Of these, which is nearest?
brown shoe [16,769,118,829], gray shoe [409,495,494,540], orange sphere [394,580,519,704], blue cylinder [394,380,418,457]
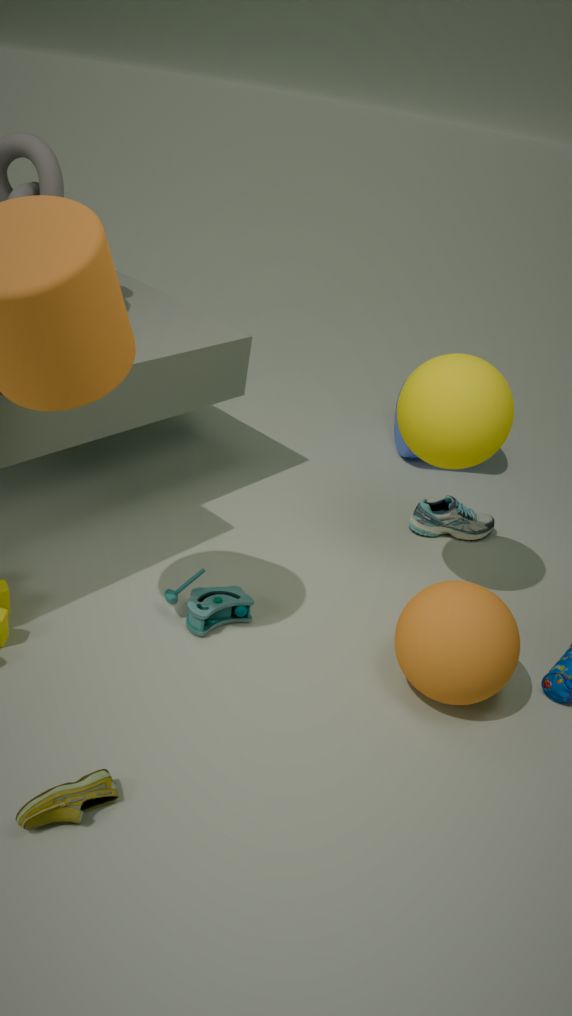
brown shoe [16,769,118,829]
